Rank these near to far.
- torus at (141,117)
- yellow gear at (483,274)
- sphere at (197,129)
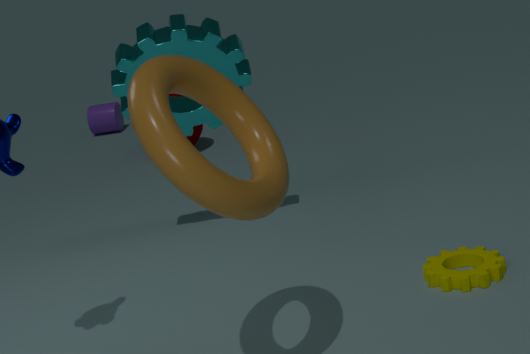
torus at (141,117)
yellow gear at (483,274)
sphere at (197,129)
